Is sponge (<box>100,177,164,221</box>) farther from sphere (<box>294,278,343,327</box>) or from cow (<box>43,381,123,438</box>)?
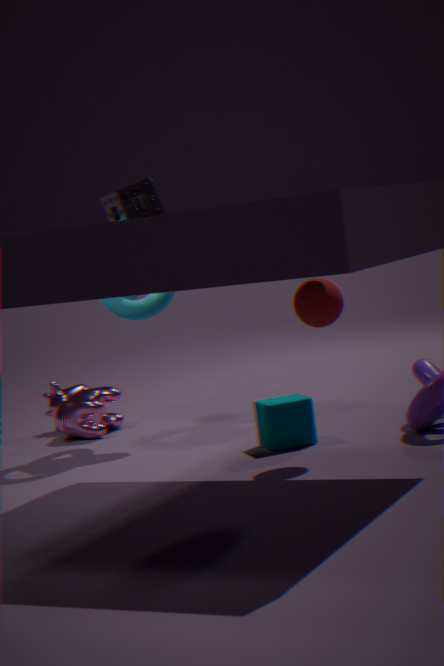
sphere (<box>294,278,343,327</box>)
